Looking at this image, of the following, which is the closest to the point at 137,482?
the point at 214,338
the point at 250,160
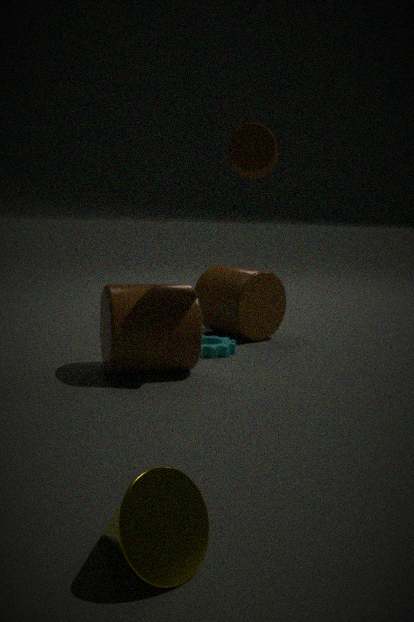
the point at 250,160
